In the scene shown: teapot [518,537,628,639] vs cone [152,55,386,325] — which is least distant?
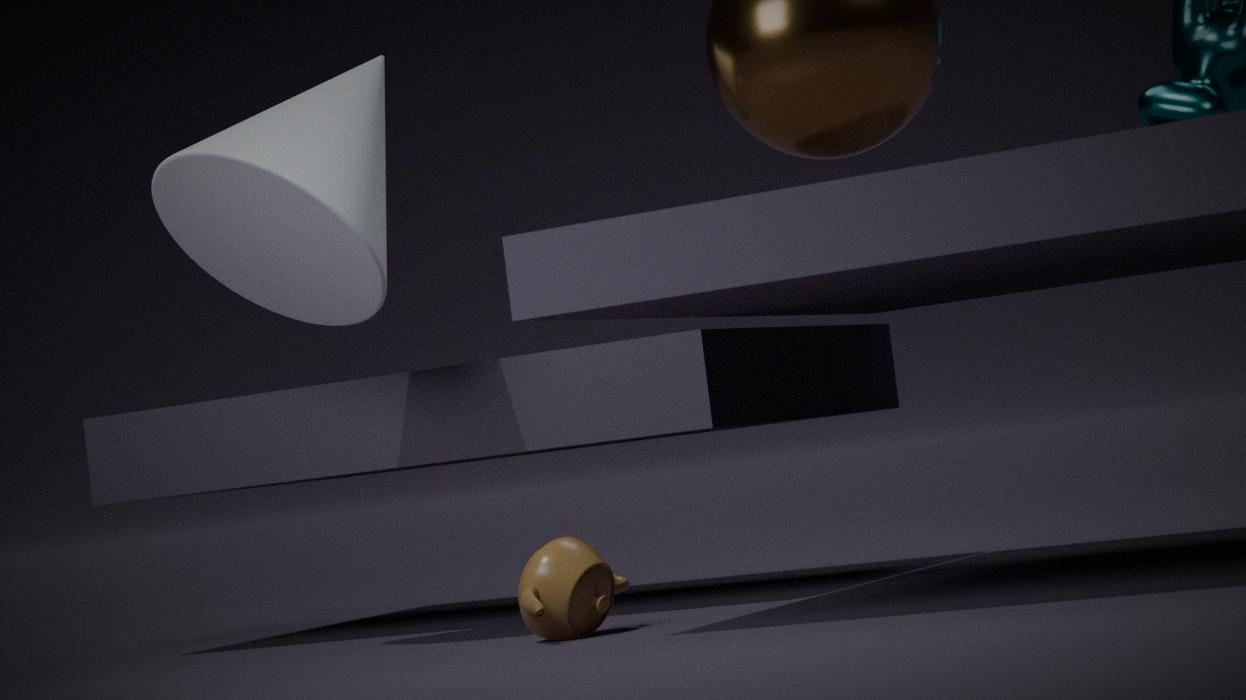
teapot [518,537,628,639]
